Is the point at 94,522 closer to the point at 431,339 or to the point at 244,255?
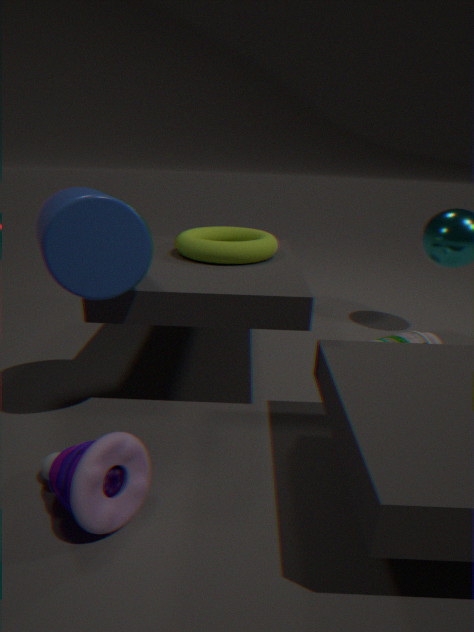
the point at 244,255
